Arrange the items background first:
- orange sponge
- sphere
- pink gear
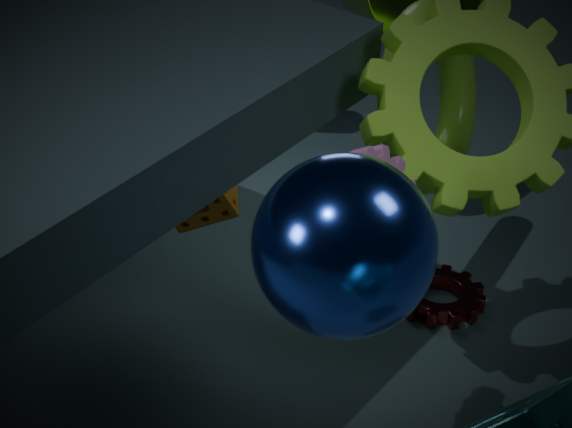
orange sponge, pink gear, sphere
